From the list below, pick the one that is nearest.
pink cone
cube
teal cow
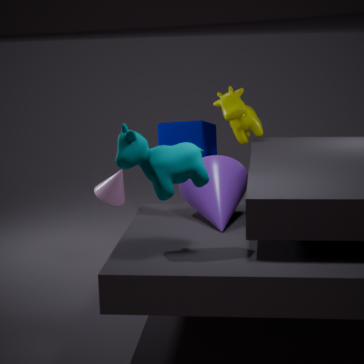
teal cow
